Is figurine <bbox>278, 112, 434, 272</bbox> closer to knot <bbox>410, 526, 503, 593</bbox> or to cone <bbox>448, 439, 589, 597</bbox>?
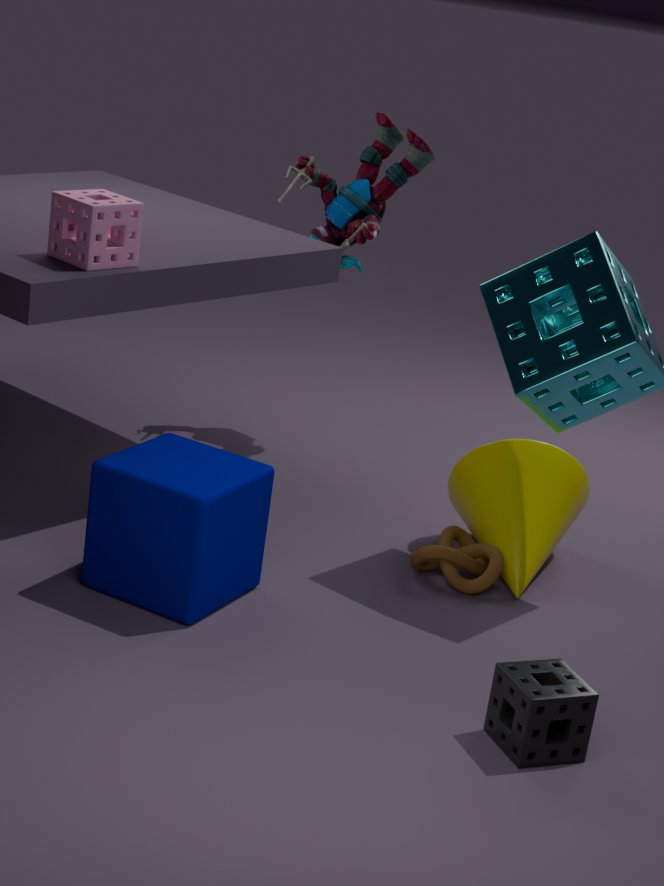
cone <bbox>448, 439, 589, 597</bbox>
